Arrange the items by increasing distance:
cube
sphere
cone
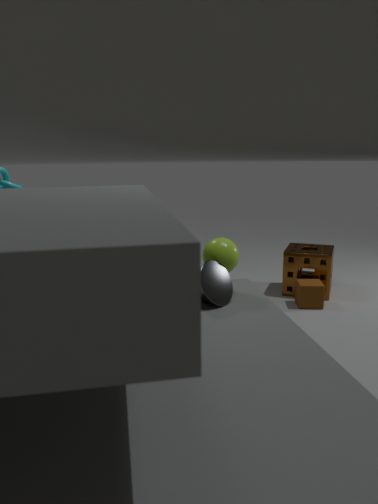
cone → sphere → cube
